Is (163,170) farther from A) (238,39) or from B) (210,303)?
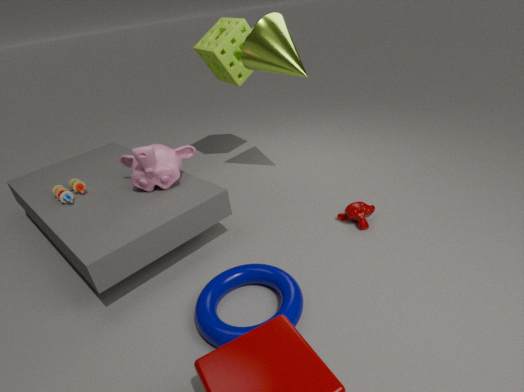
A) (238,39)
